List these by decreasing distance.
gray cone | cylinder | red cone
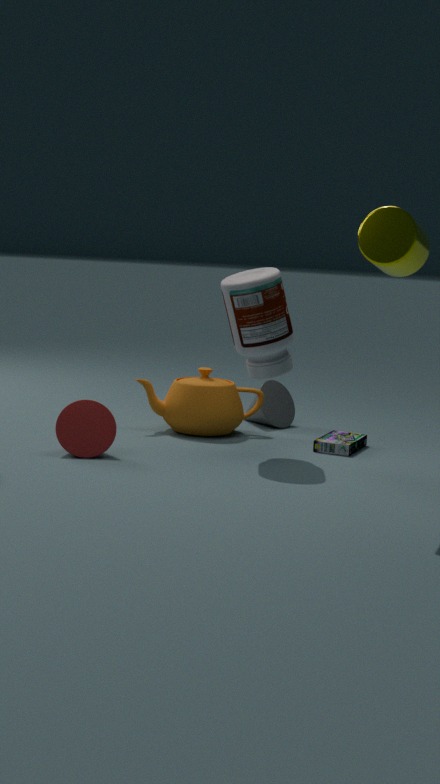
gray cone
red cone
cylinder
